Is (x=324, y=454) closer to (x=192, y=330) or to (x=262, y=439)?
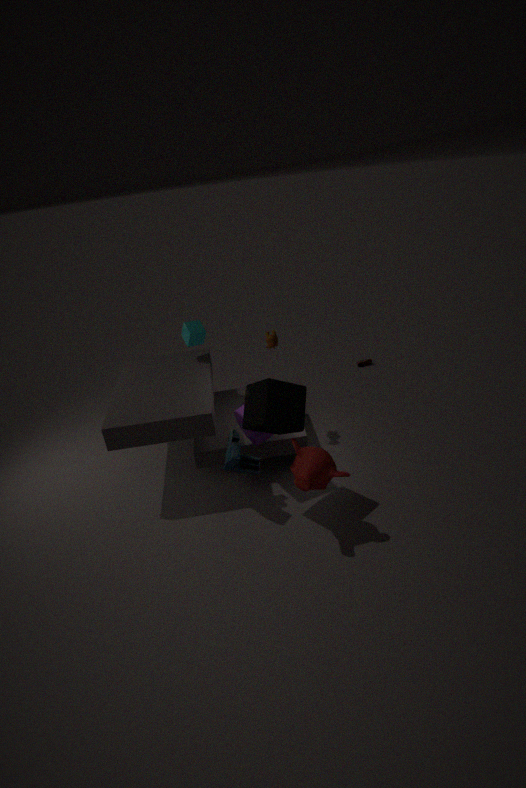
(x=262, y=439)
